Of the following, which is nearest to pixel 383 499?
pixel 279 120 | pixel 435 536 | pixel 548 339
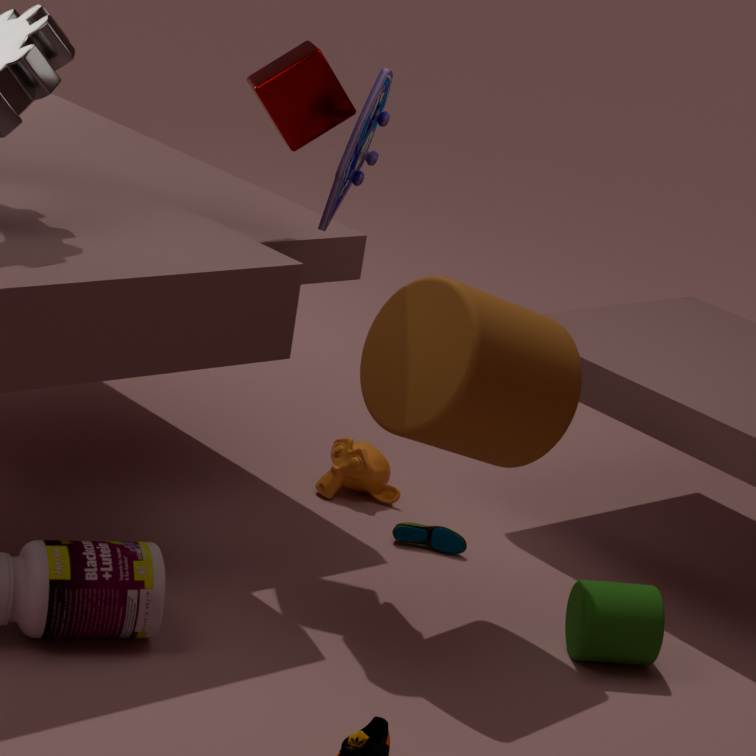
pixel 435 536
